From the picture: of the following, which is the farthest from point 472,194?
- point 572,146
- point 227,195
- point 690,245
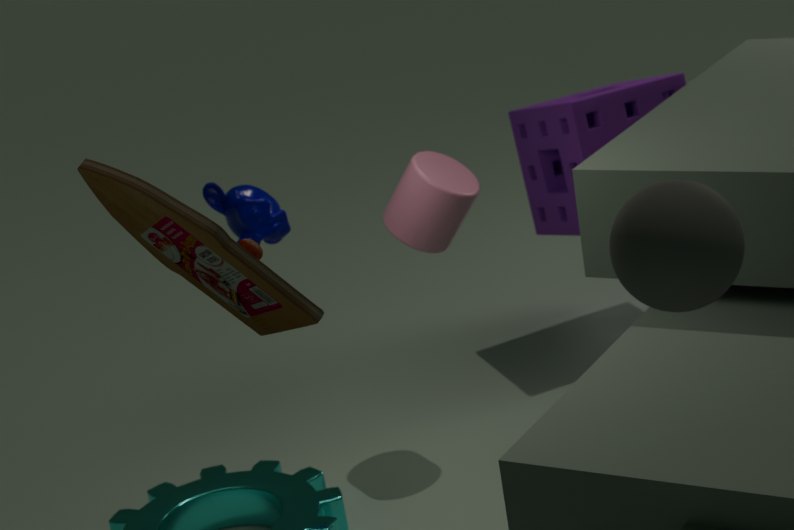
point 690,245
